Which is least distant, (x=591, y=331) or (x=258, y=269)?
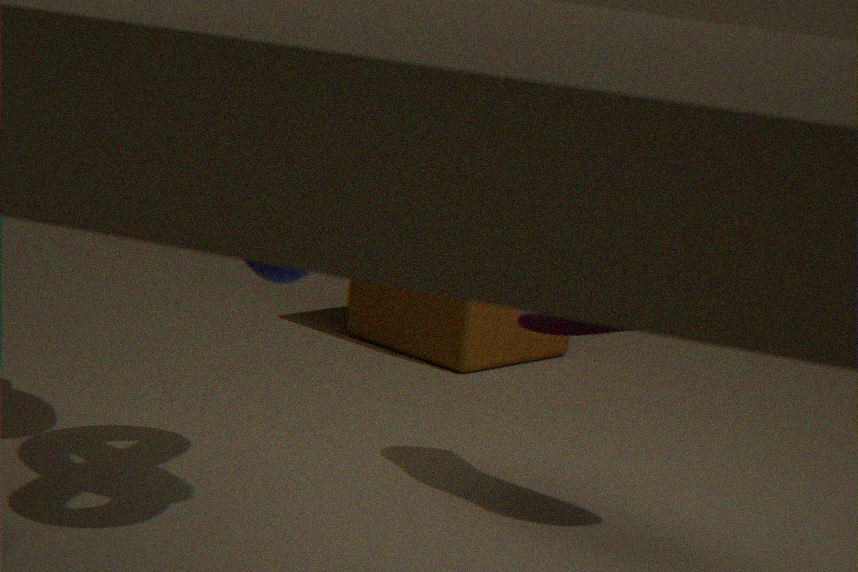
(x=258, y=269)
